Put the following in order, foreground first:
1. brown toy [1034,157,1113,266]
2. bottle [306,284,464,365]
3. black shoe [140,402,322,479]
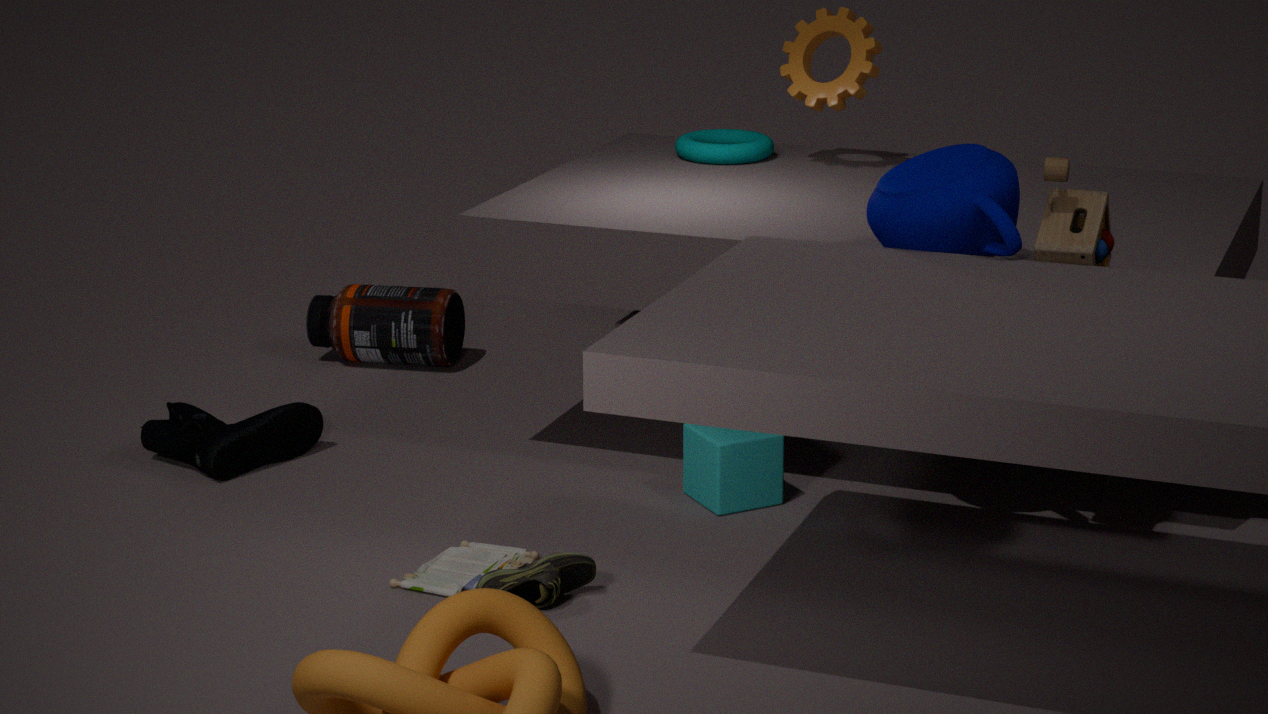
brown toy [1034,157,1113,266] < black shoe [140,402,322,479] < bottle [306,284,464,365]
